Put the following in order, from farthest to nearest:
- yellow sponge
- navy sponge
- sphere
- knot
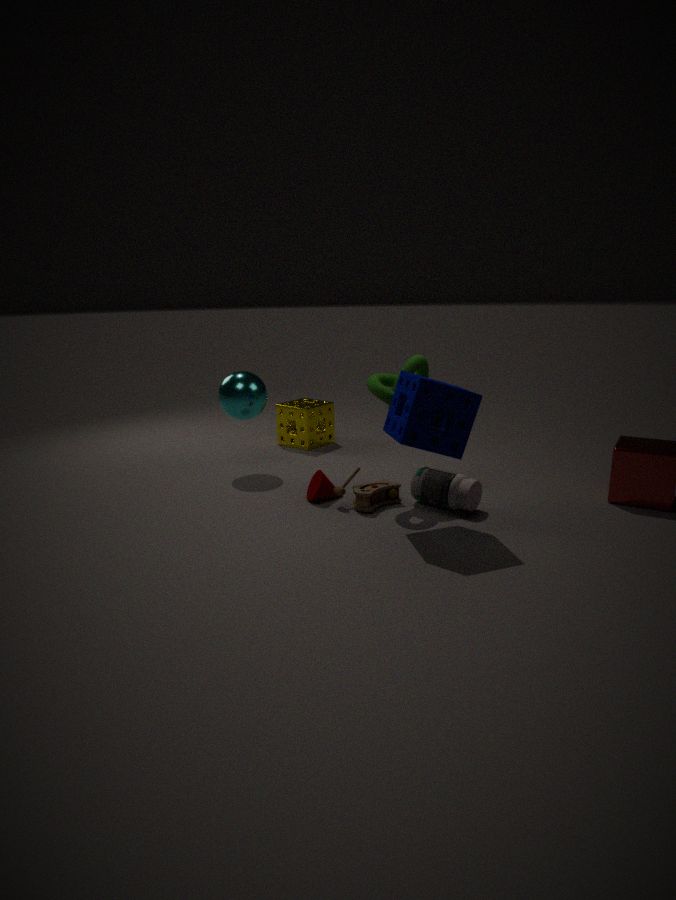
yellow sponge → sphere → knot → navy sponge
